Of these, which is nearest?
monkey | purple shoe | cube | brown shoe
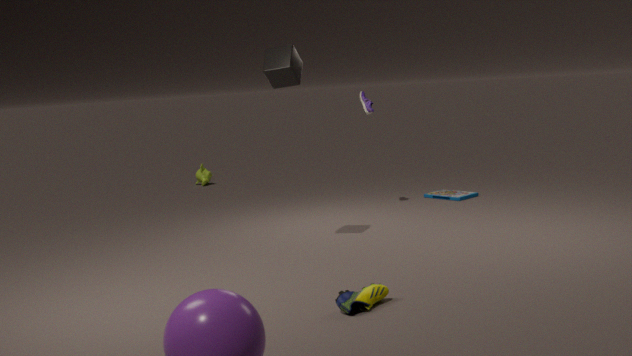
brown shoe
